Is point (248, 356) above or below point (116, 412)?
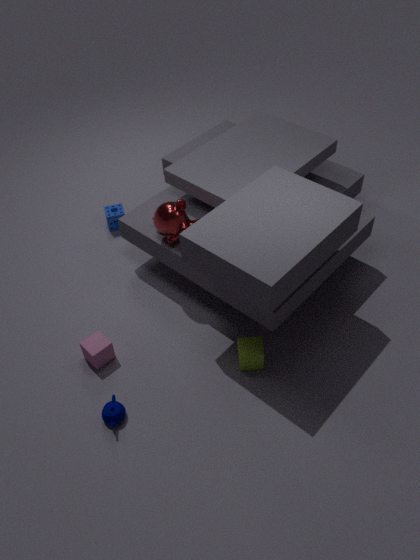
above
